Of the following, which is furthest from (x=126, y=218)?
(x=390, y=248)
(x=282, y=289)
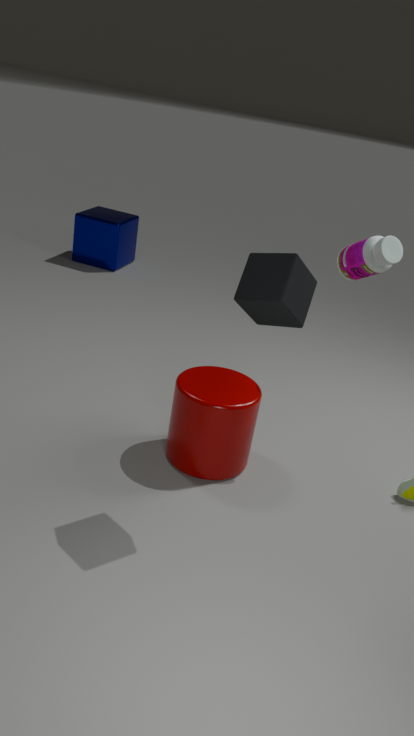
(x=282, y=289)
